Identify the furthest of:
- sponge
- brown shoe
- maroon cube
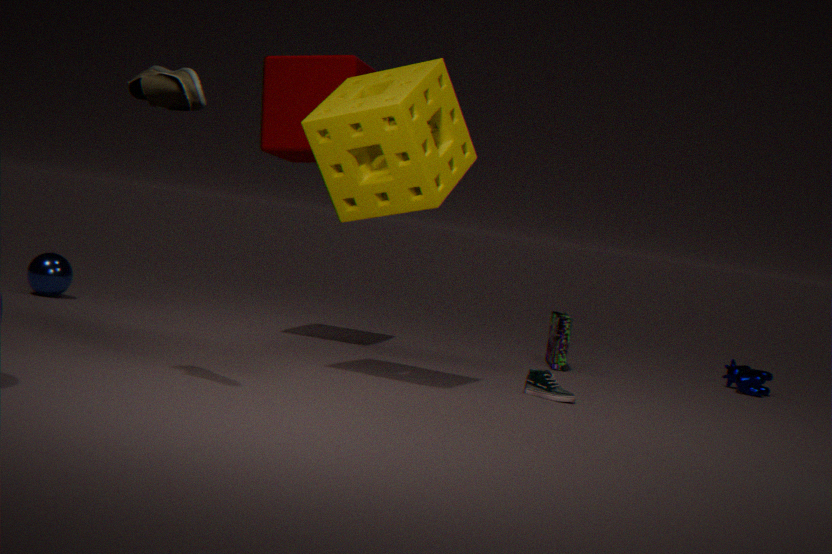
maroon cube
